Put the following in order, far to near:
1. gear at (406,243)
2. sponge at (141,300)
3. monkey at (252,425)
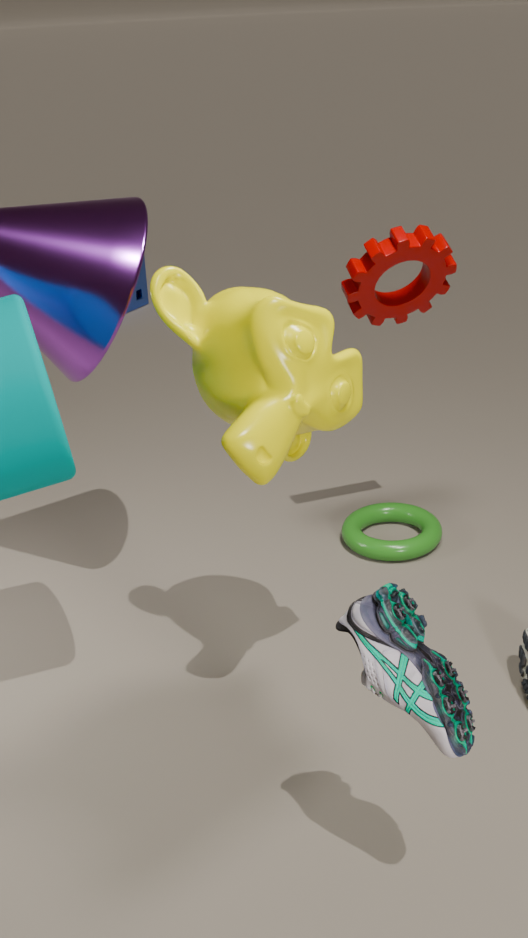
sponge at (141,300) → gear at (406,243) → monkey at (252,425)
